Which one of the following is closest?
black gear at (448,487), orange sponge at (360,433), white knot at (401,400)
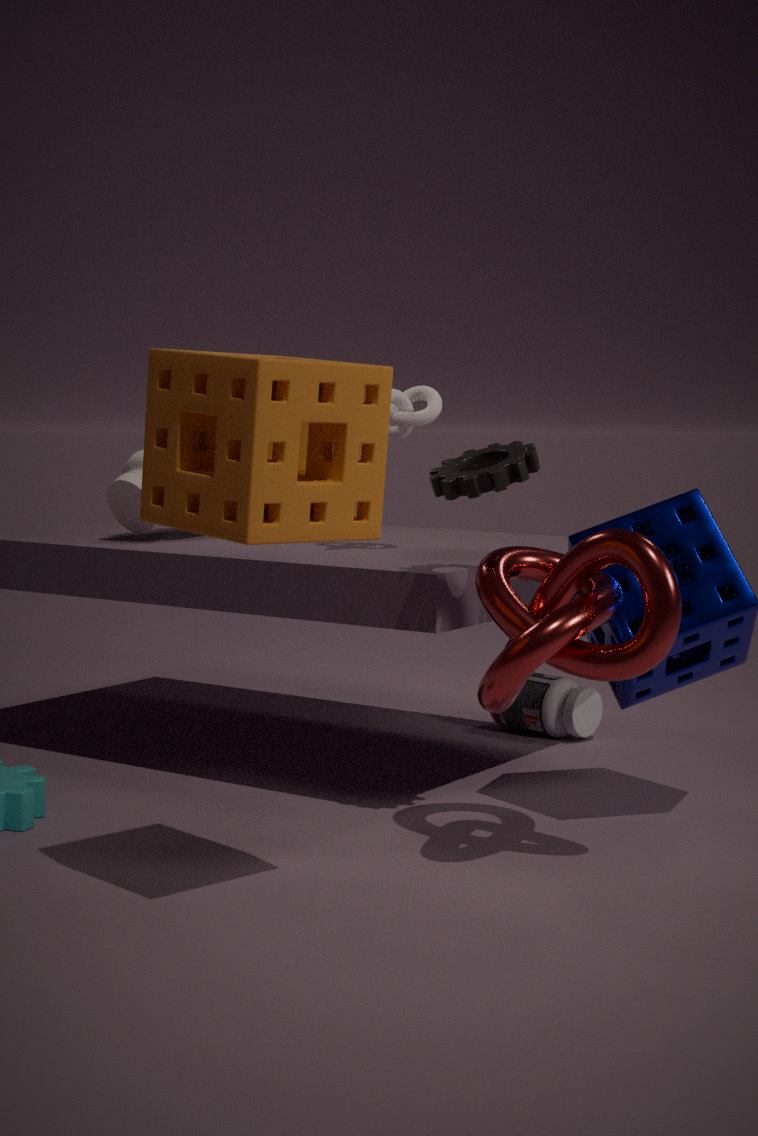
orange sponge at (360,433)
